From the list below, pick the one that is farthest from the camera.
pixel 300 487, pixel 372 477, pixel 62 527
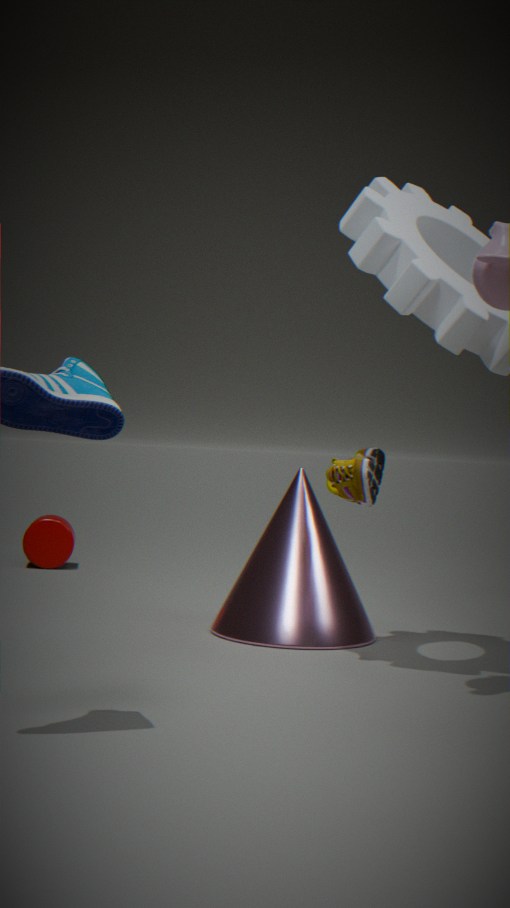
pixel 62 527
